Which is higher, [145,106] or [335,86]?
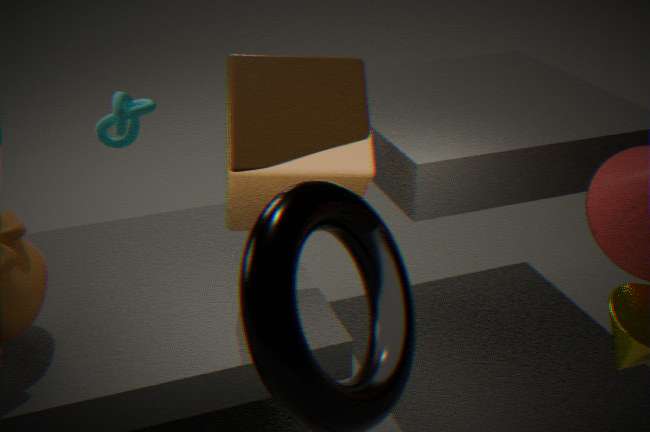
[335,86]
